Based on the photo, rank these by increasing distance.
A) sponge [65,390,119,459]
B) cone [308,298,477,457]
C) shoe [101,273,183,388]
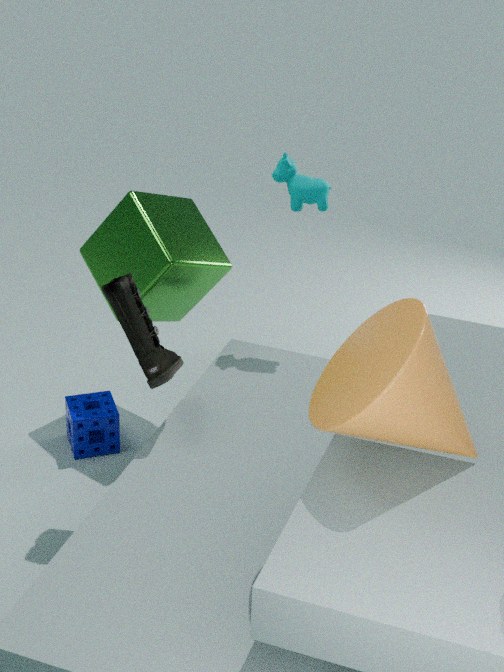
cone [308,298,477,457] < shoe [101,273,183,388] < sponge [65,390,119,459]
